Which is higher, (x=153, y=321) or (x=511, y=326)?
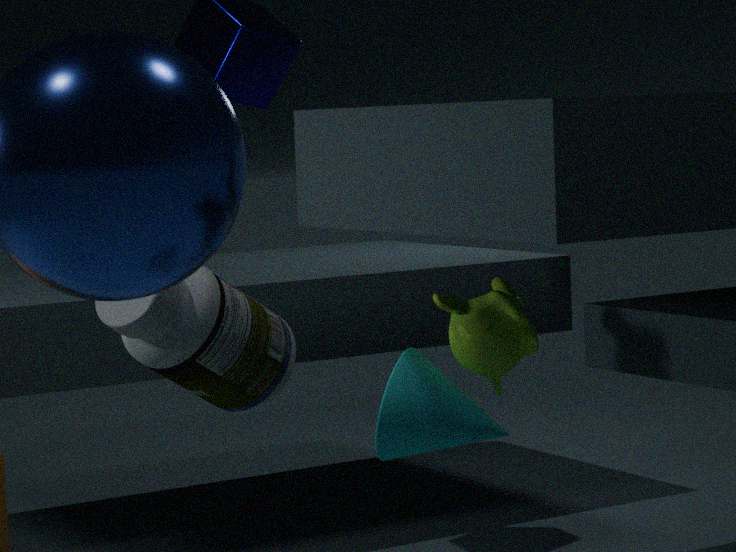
(x=153, y=321)
